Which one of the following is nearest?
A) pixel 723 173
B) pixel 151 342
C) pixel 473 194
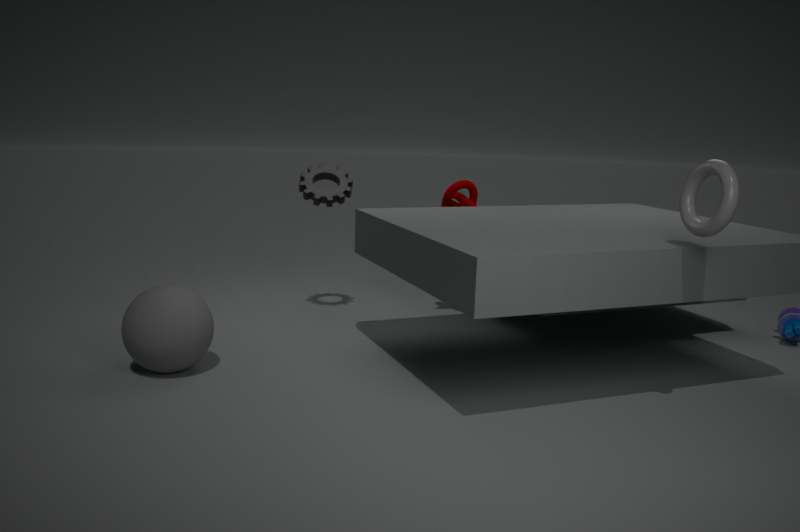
A. pixel 723 173
